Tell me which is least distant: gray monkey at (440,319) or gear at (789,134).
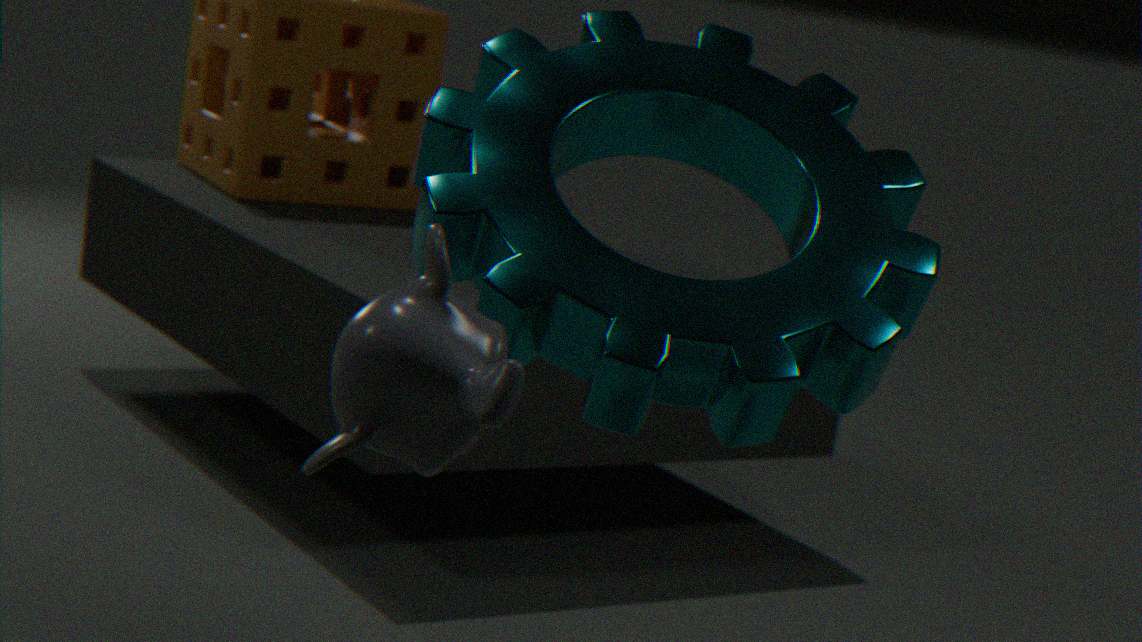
gray monkey at (440,319)
